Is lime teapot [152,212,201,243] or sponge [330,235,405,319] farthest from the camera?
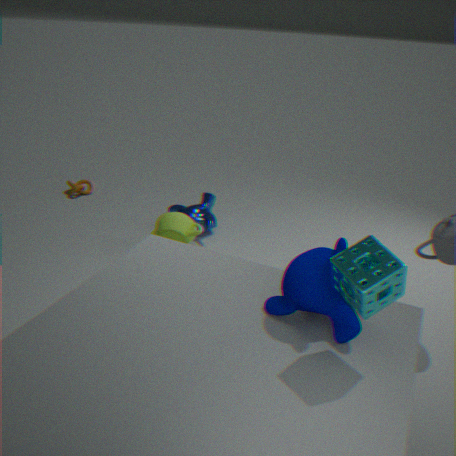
lime teapot [152,212,201,243]
